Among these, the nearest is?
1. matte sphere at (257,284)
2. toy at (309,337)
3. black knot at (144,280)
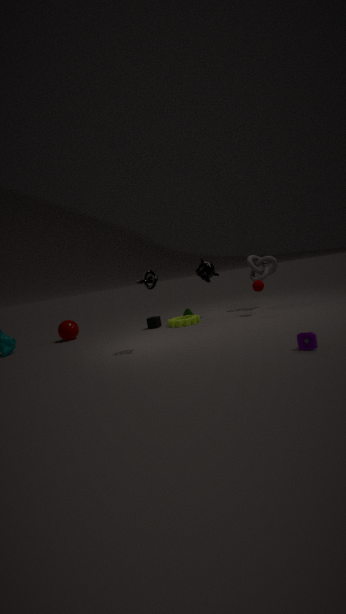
toy at (309,337)
